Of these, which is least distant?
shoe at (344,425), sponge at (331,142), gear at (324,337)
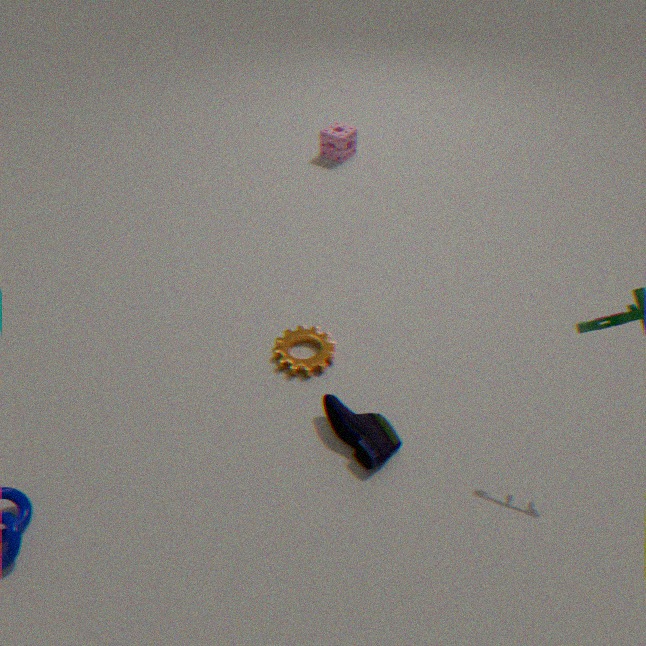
shoe at (344,425)
